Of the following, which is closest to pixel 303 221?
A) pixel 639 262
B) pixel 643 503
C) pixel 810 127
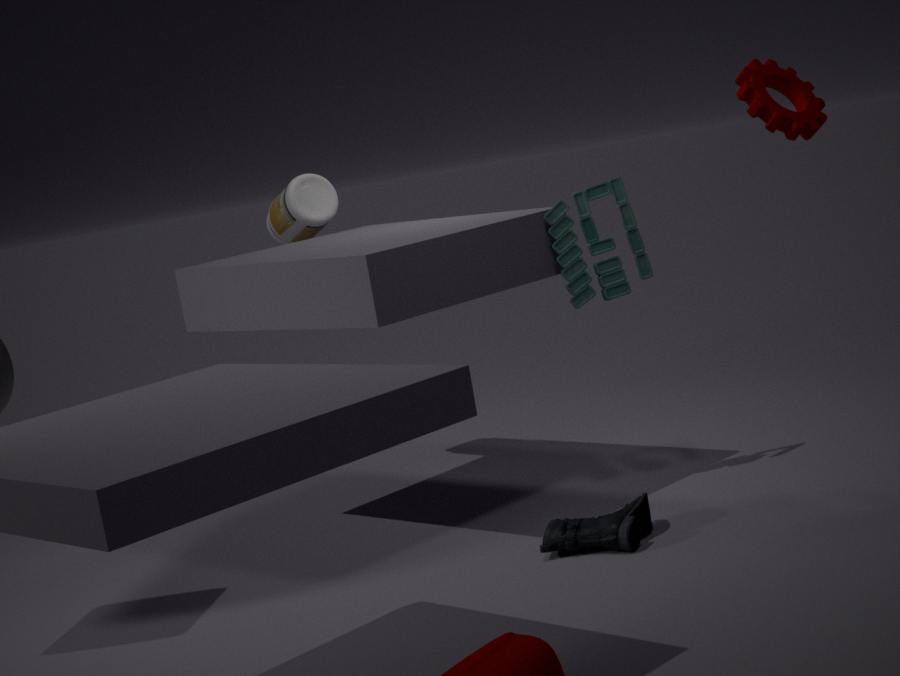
pixel 639 262
